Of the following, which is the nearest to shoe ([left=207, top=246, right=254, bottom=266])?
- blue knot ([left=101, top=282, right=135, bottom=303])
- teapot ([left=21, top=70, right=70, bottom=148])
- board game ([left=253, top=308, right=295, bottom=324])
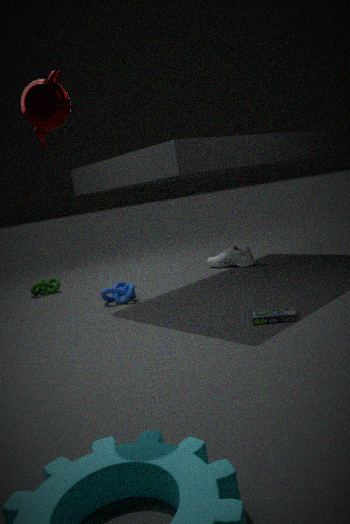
blue knot ([left=101, top=282, right=135, bottom=303])
